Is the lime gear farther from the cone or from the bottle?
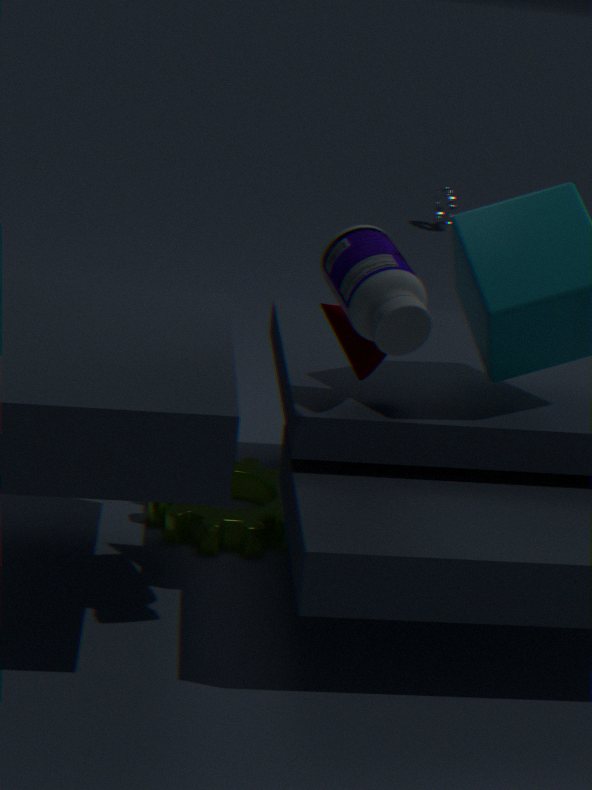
the bottle
